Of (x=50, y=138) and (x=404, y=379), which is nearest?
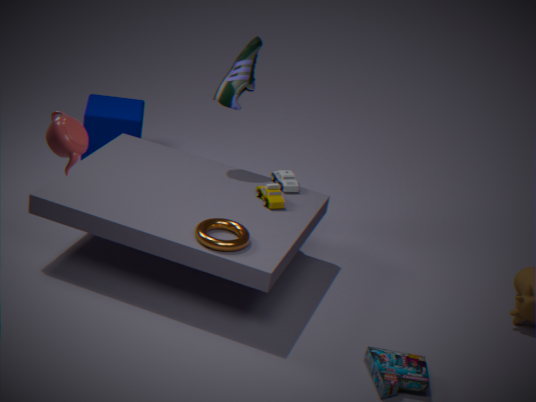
(x=50, y=138)
